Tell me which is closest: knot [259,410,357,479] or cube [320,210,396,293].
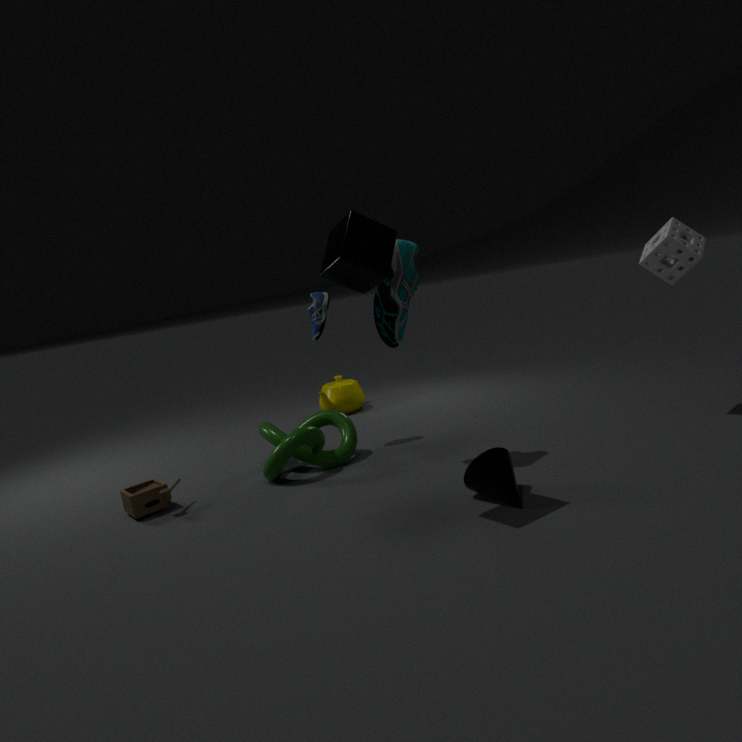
cube [320,210,396,293]
